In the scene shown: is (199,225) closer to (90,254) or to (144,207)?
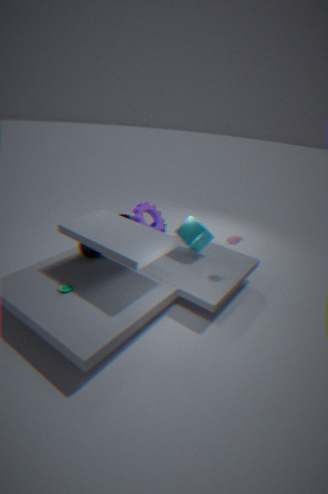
(144,207)
